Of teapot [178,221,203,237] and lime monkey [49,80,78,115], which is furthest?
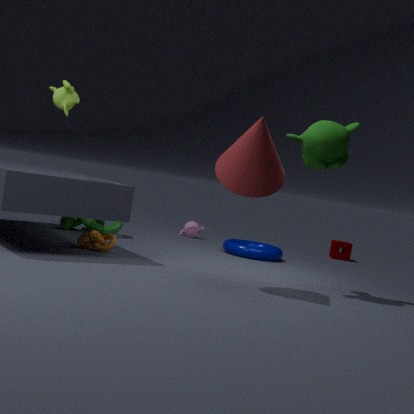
teapot [178,221,203,237]
